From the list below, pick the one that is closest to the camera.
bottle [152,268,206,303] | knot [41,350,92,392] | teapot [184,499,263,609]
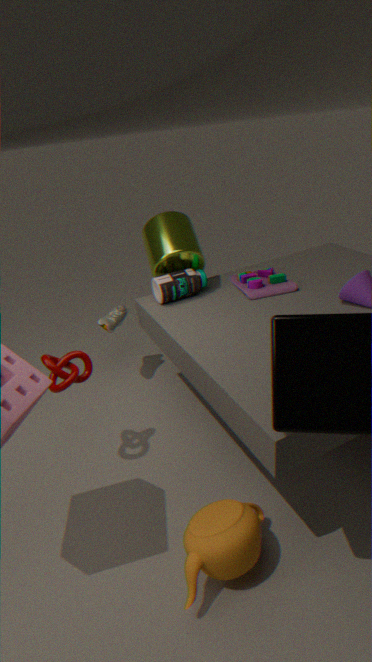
teapot [184,499,263,609]
